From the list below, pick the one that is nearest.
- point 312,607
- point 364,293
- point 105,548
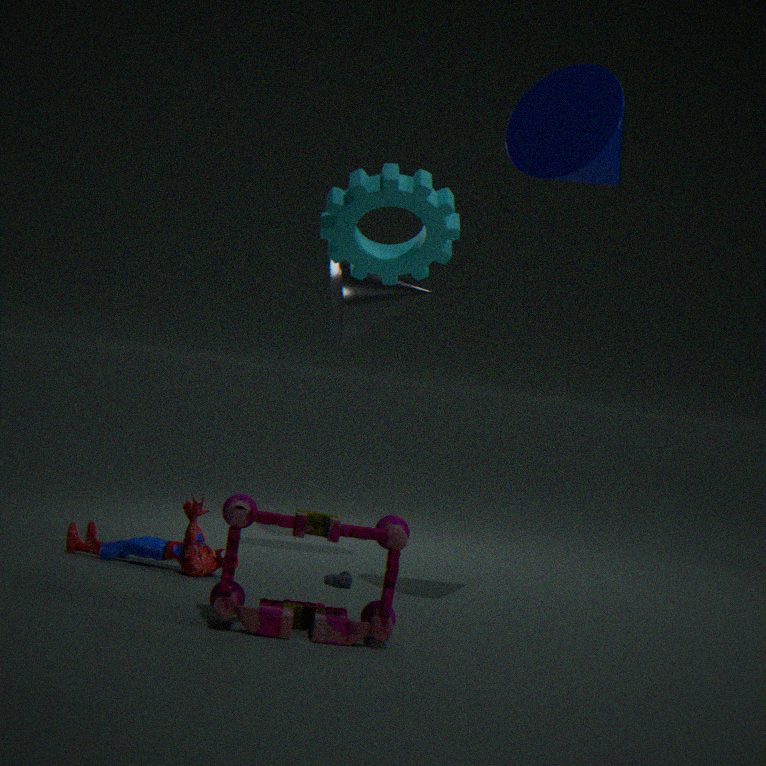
point 312,607
